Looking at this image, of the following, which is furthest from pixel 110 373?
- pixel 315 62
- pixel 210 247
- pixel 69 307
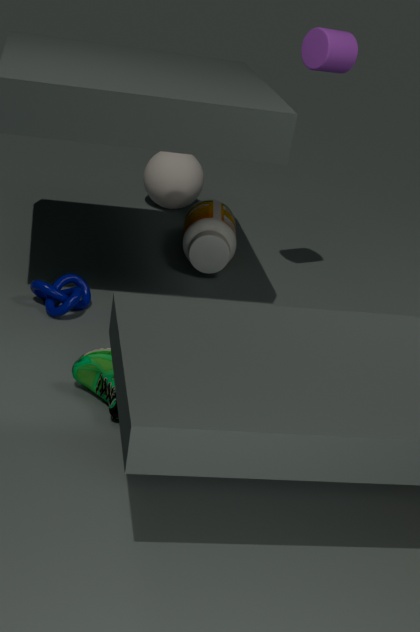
pixel 315 62
